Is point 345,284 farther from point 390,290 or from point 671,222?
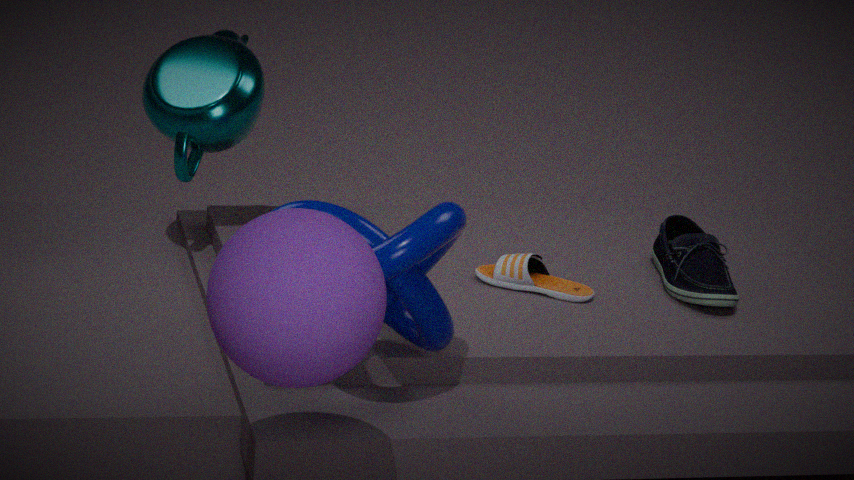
point 671,222
